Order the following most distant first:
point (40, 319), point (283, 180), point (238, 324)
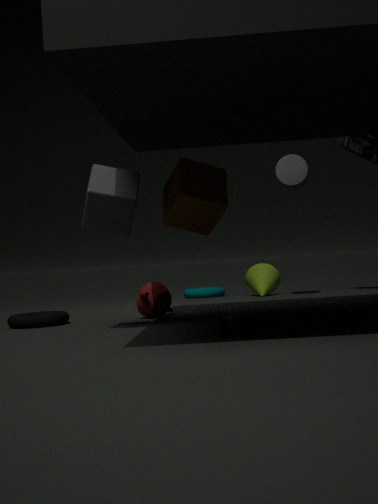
point (283, 180)
point (40, 319)
point (238, 324)
